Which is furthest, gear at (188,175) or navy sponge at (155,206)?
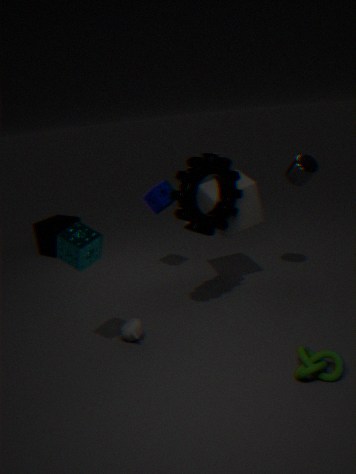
navy sponge at (155,206)
